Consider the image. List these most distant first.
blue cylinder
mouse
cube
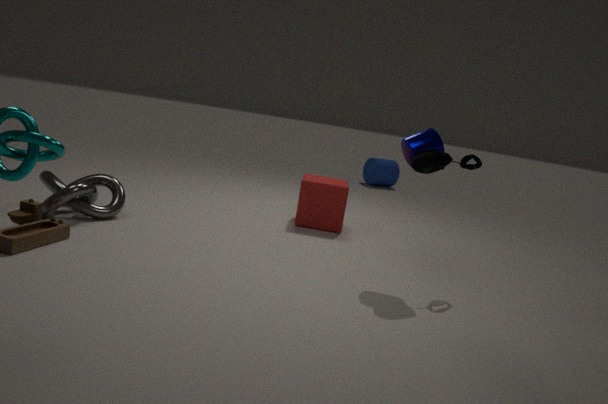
blue cylinder → cube → mouse
